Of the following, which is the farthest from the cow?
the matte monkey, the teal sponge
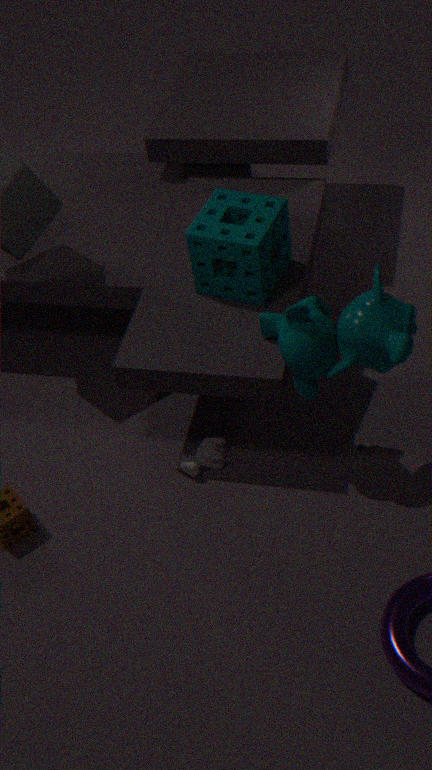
the teal sponge
